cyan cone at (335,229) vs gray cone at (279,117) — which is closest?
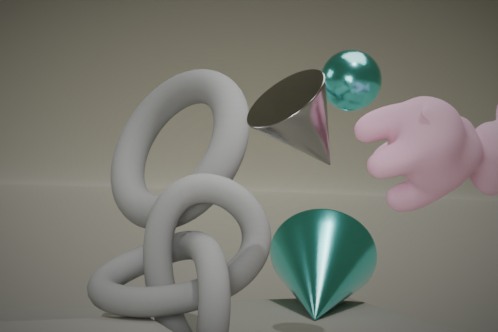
gray cone at (279,117)
